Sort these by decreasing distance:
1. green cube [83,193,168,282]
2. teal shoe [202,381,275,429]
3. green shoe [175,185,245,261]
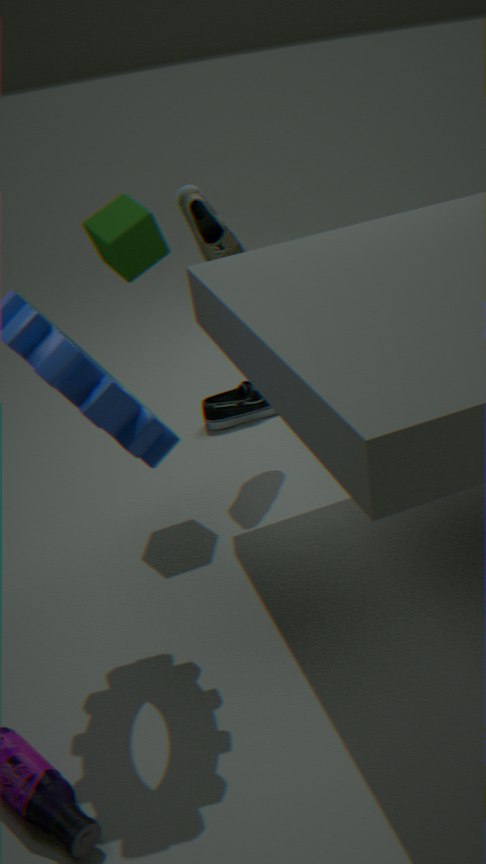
teal shoe [202,381,275,429]
green shoe [175,185,245,261]
green cube [83,193,168,282]
